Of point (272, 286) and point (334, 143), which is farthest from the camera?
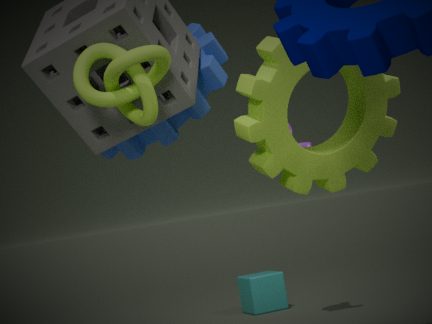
point (272, 286)
